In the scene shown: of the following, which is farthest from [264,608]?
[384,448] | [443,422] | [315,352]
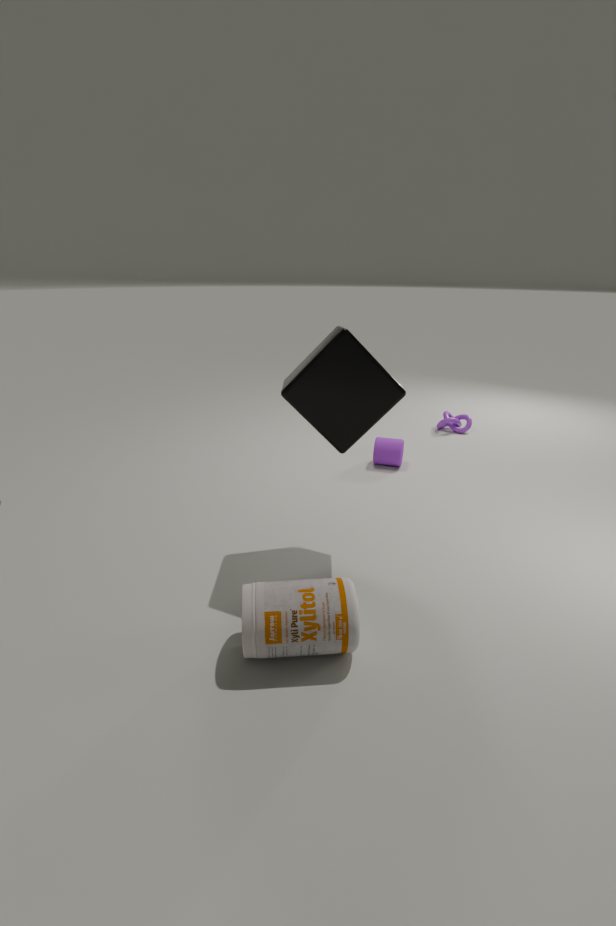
[443,422]
